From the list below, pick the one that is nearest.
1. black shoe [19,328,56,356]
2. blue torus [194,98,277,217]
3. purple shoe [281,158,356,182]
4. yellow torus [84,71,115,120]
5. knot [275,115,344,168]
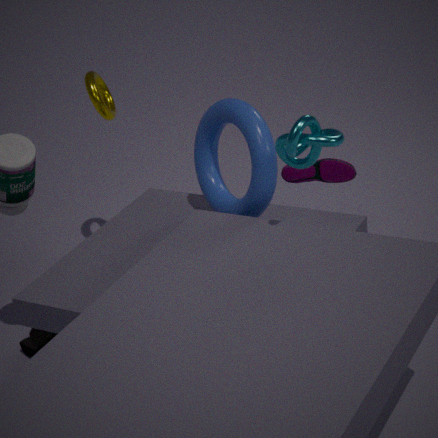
knot [275,115,344,168]
